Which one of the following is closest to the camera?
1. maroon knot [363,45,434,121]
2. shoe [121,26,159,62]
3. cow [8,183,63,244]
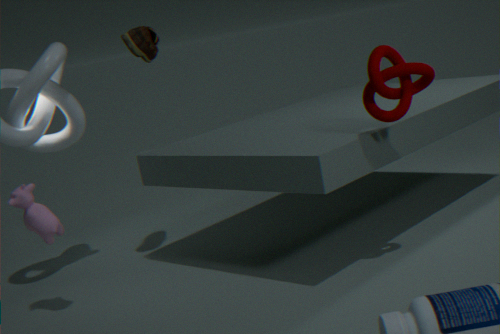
maroon knot [363,45,434,121]
